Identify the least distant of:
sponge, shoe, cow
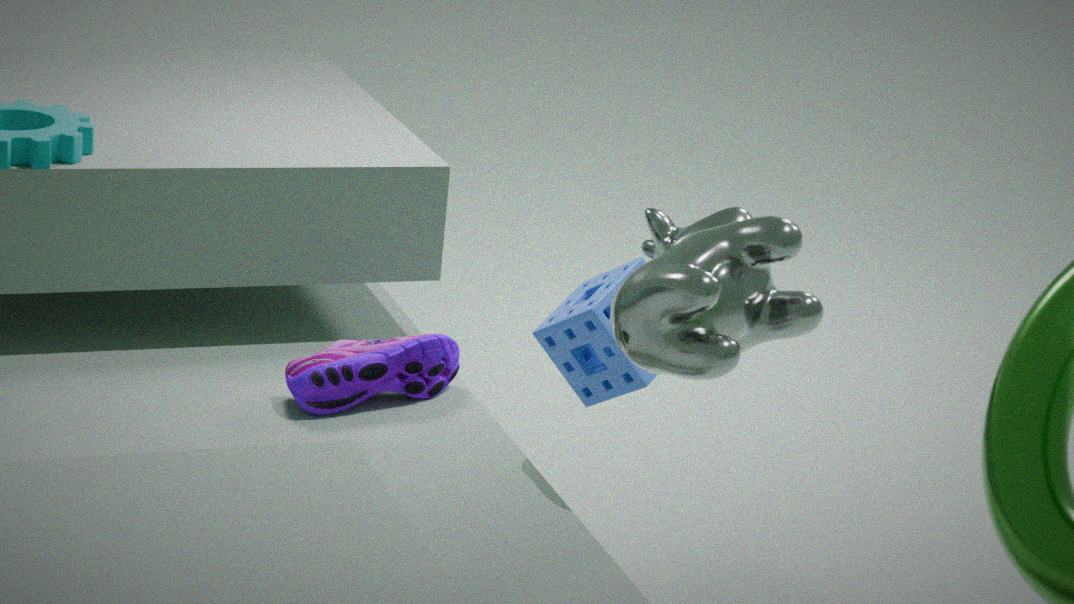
cow
